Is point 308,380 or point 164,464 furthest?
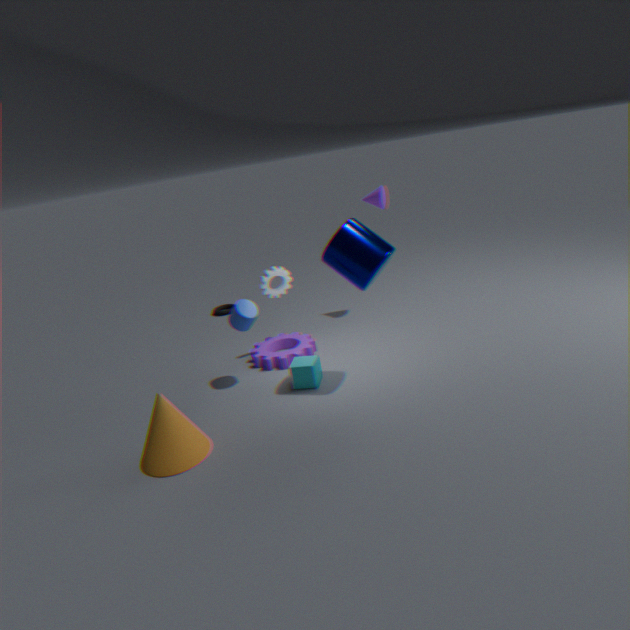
point 308,380
